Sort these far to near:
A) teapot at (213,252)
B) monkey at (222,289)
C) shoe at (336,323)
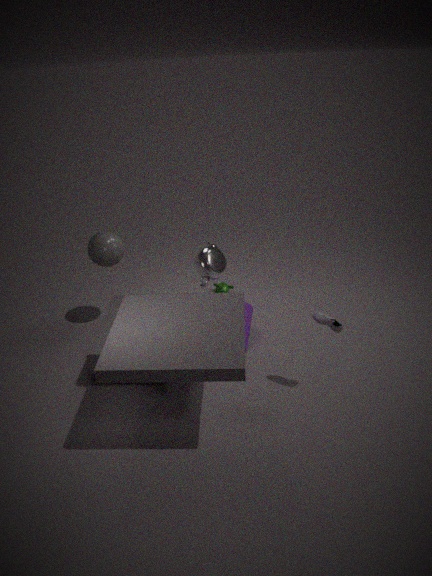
monkey at (222,289), teapot at (213,252), shoe at (336,323)
